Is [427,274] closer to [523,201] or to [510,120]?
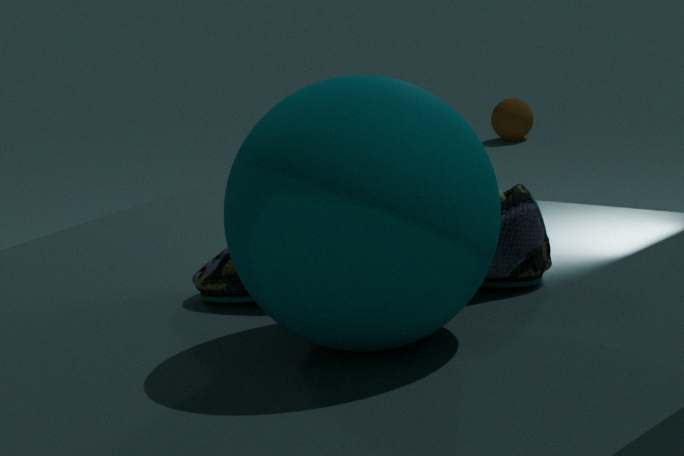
[523,201]
